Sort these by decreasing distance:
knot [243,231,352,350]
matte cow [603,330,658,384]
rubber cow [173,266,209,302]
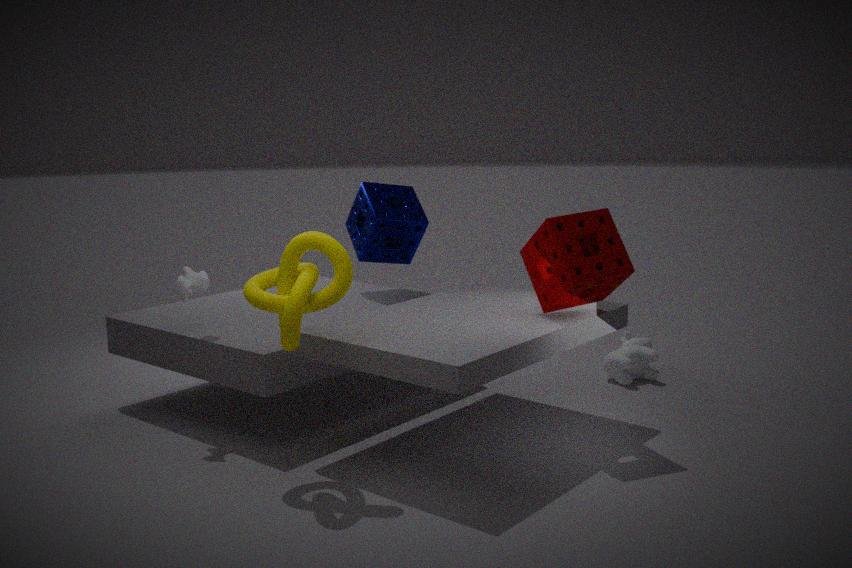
matte cow [603,330,658,384] → rubber cow [173,266,209,302] → knot [243,231,352,350]
